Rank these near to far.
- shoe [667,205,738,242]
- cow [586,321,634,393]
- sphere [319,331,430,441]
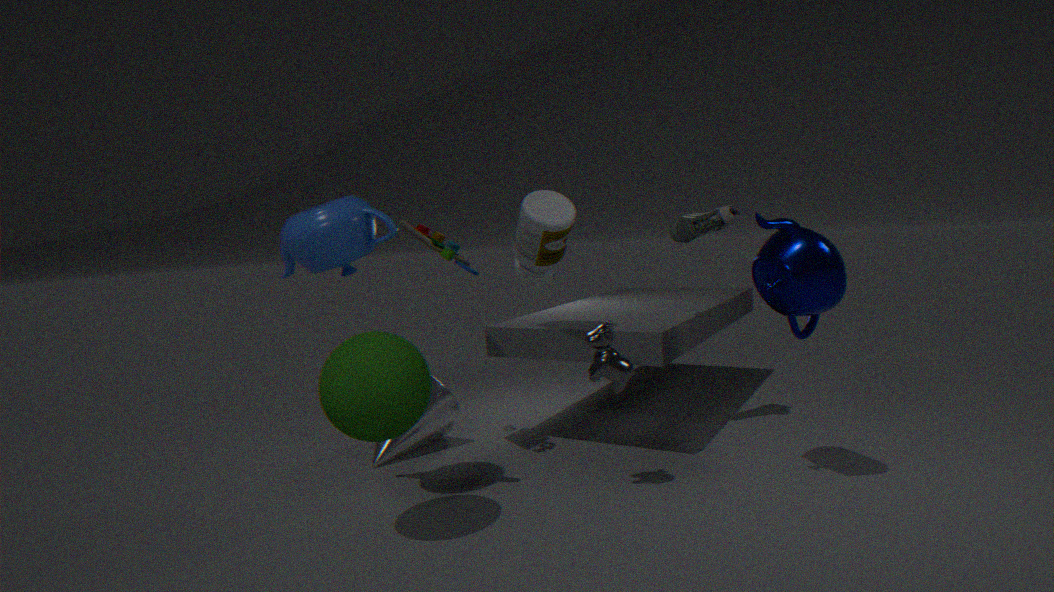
sphere [319,331,430,441] < cow [586,321,634,393] < shoe [667,205,738,242]
